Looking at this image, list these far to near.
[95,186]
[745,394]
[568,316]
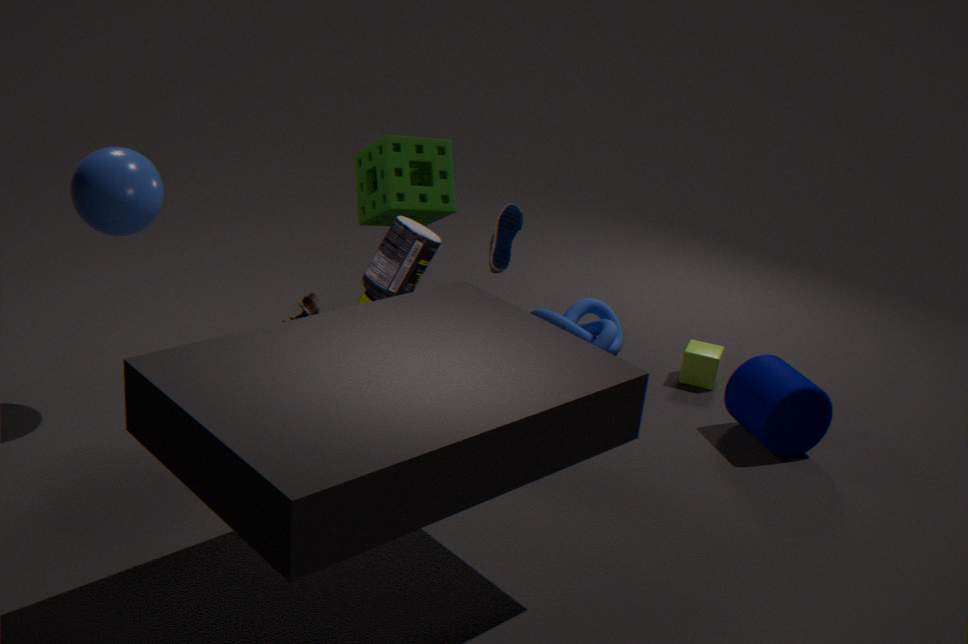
[568,316] → [745,394] → [95,186]
